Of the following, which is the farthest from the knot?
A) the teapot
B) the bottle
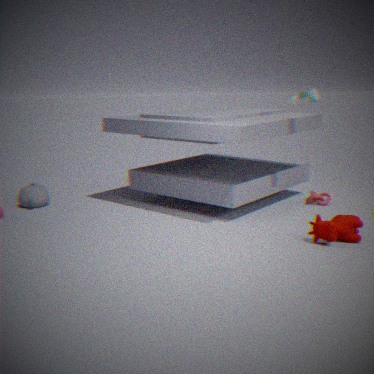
the teapot
